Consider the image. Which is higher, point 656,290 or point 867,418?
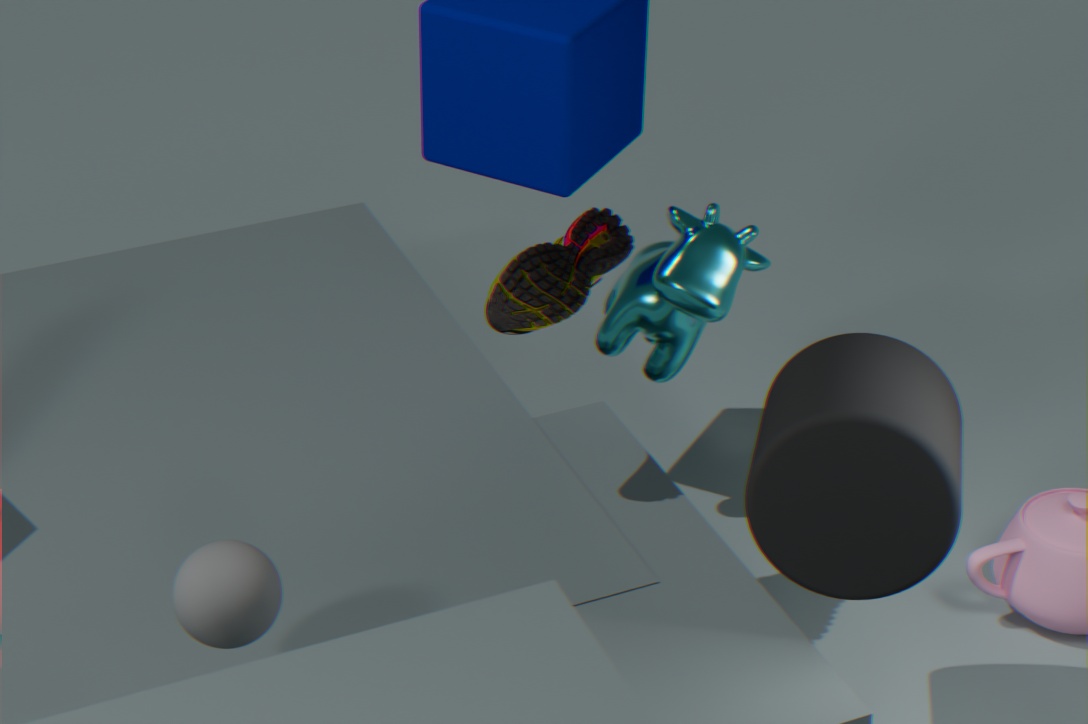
point 867,418
